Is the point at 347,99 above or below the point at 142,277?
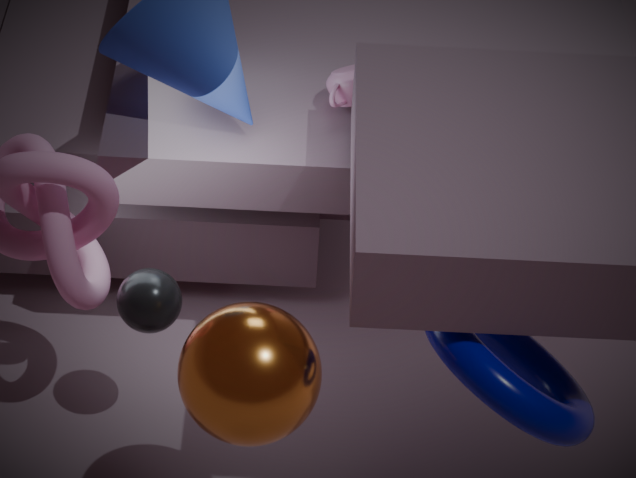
above
